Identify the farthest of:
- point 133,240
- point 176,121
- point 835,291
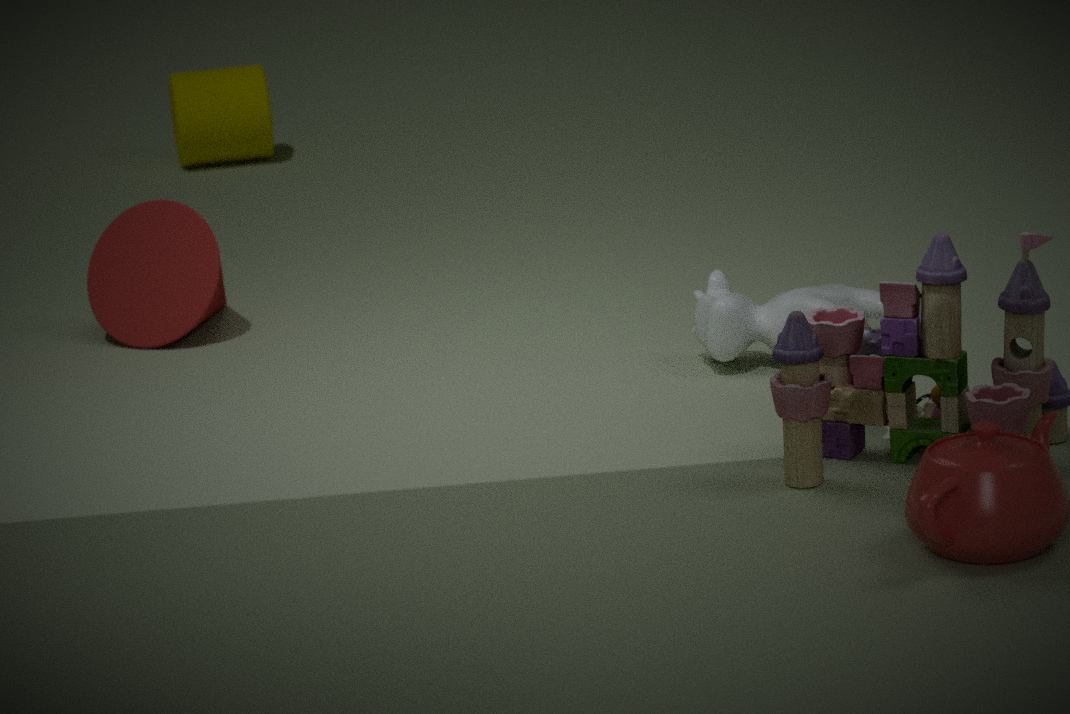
point 176,121
